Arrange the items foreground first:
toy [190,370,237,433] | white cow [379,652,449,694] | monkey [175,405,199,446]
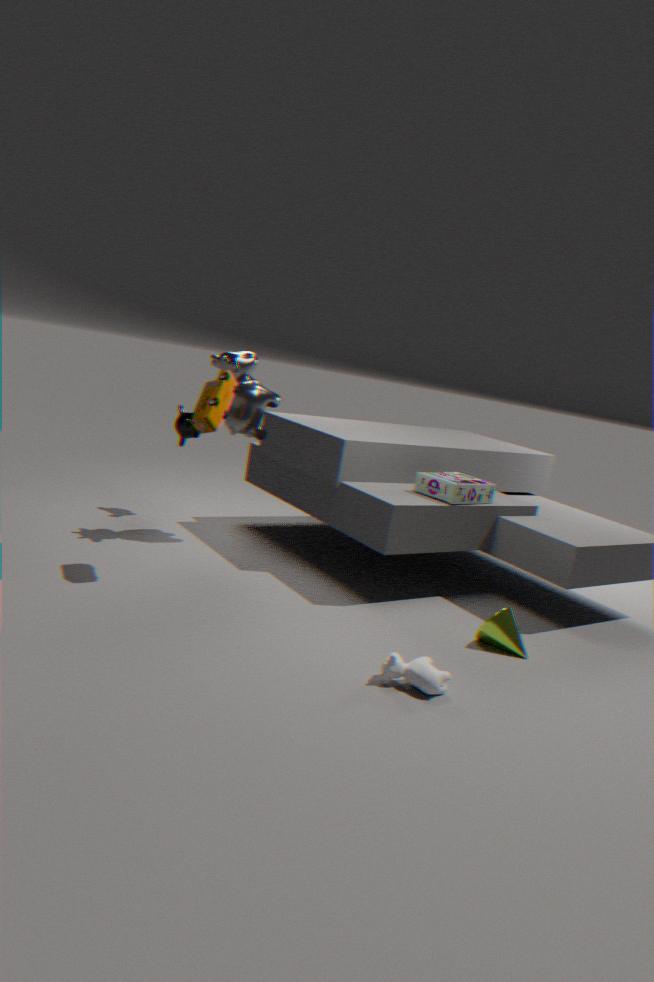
white cow [379,652,449,694]
toy [190,370,237,433]
monkey [175,405,199,446]
